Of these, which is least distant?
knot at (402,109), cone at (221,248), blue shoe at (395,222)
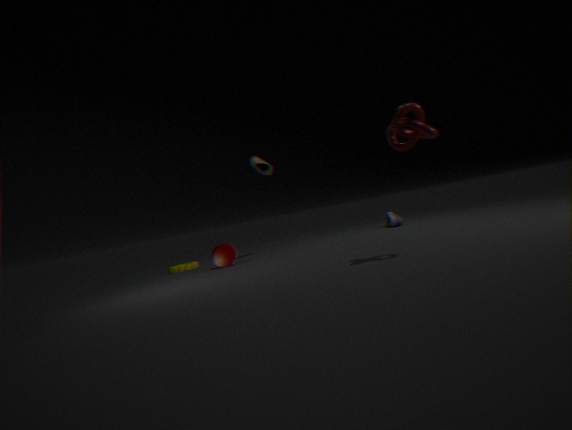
knot at (402,109)
